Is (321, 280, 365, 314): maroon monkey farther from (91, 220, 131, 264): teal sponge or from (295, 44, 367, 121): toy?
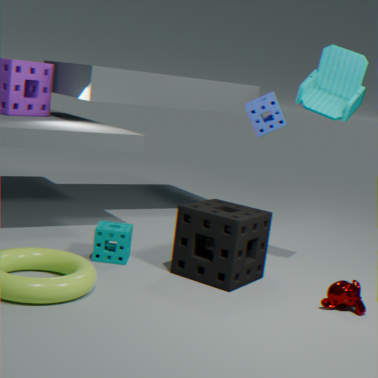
(91, 220, 131, 264): teal sponge
